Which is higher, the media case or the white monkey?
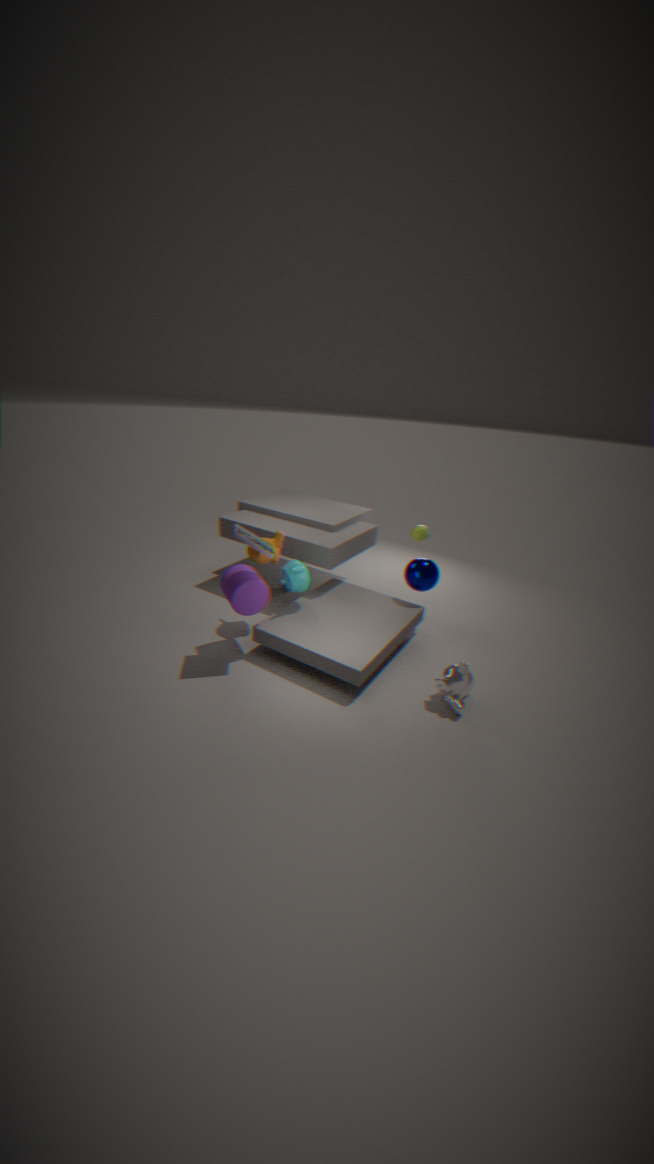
the media case
